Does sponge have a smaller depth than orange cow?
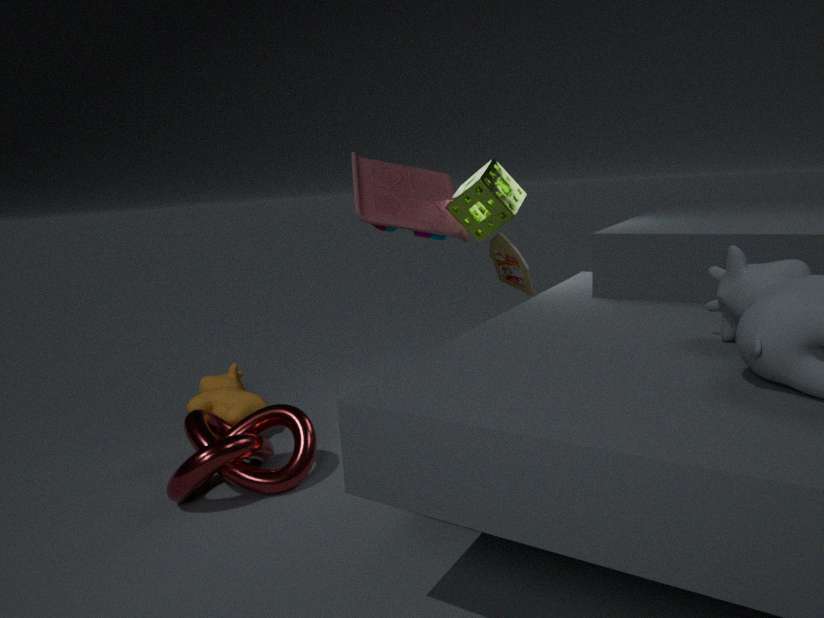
Yes
